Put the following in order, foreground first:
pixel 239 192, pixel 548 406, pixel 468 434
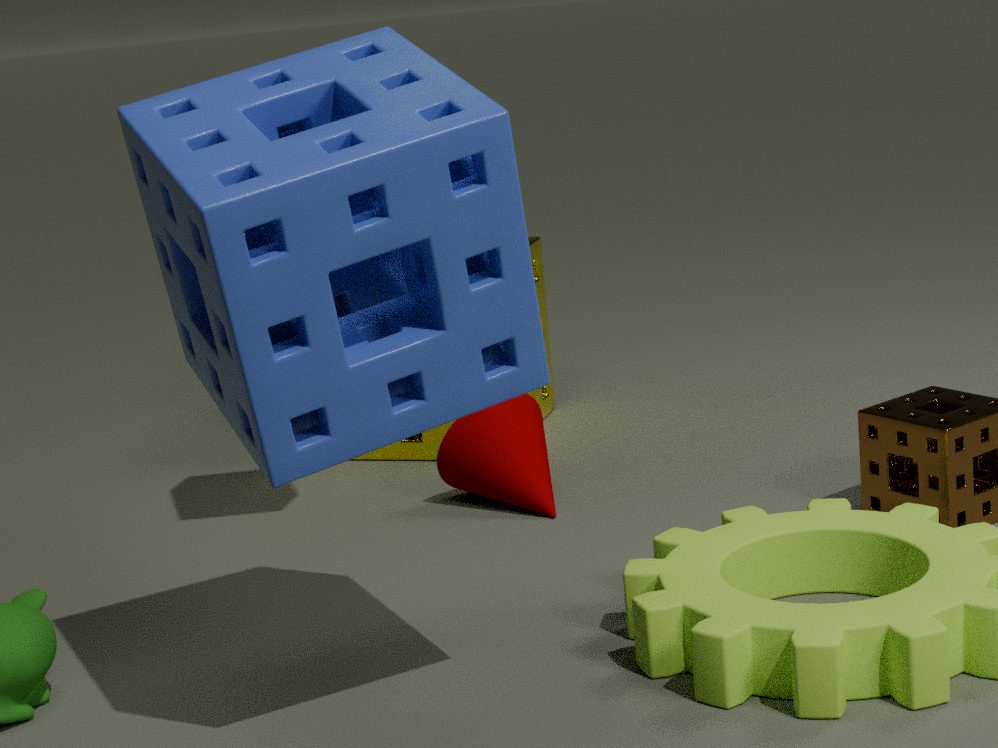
pixel 239 192
pixel 468 434
pixel 548 406
